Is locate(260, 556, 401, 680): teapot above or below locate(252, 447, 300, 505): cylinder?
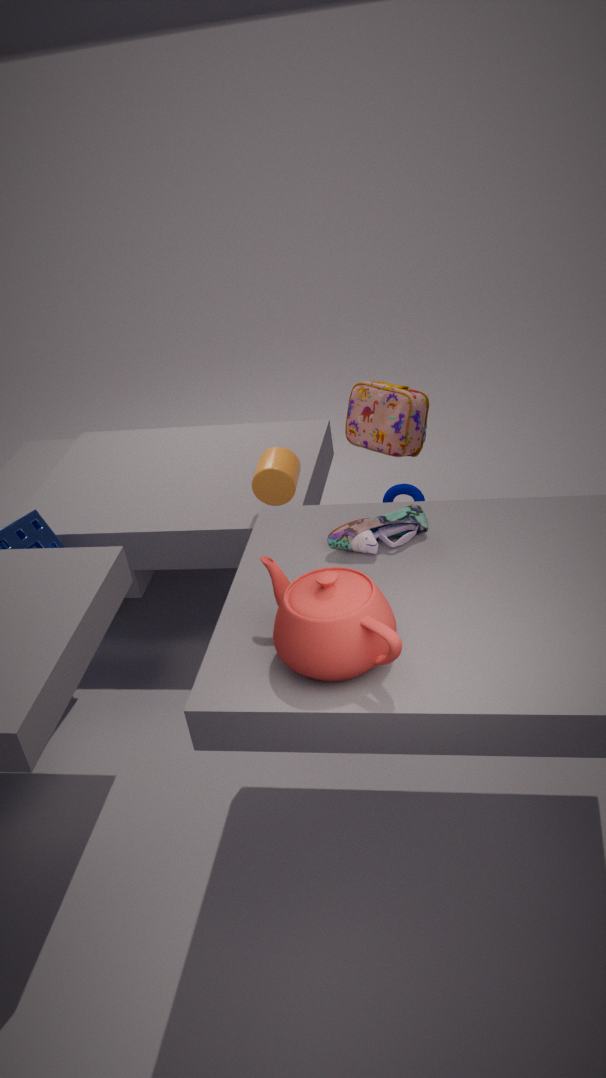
above
